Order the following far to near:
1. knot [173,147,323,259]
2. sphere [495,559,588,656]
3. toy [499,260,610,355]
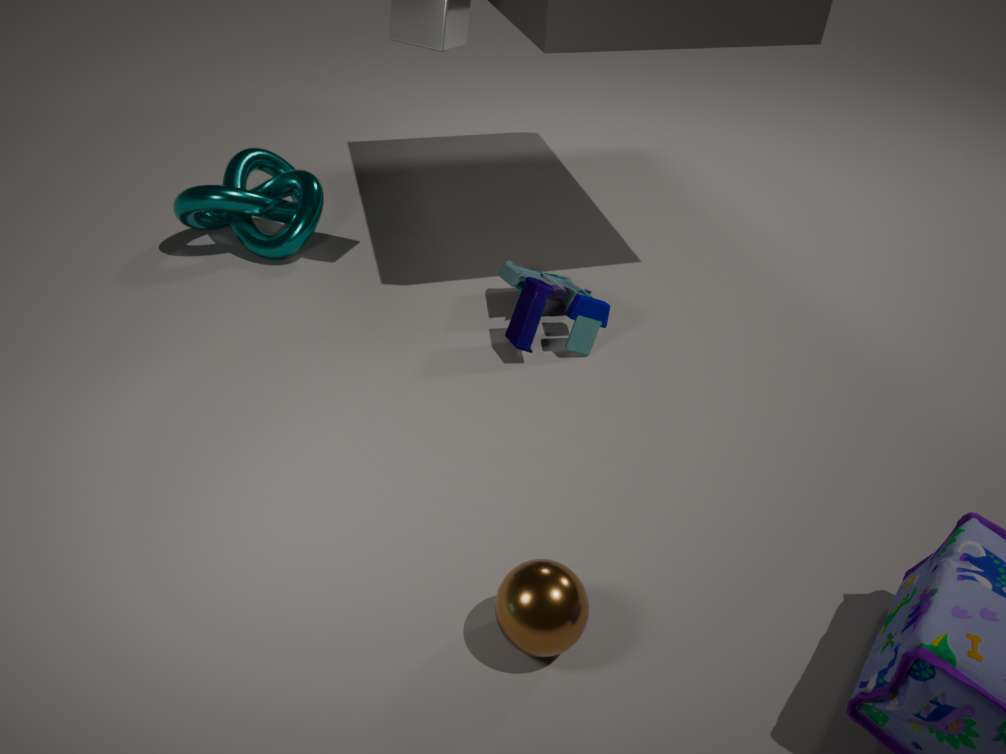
knot [173,147,323,259]
toy [499,260,610,355]
sphere [495,559,588,656]
